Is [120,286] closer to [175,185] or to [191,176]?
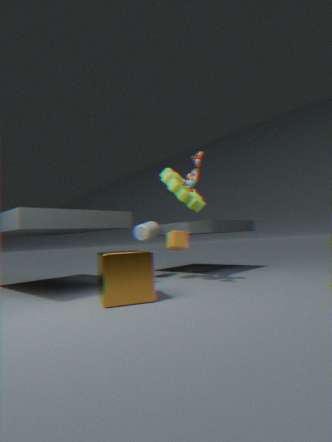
[191,176]
